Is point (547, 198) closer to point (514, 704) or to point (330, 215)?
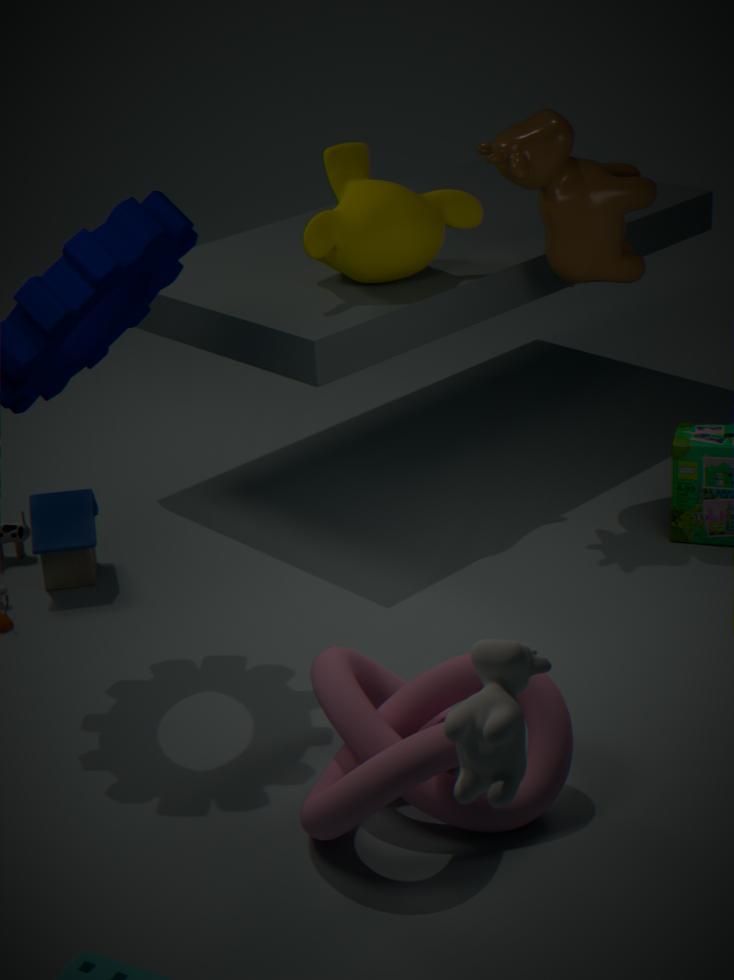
point (330, 215)
